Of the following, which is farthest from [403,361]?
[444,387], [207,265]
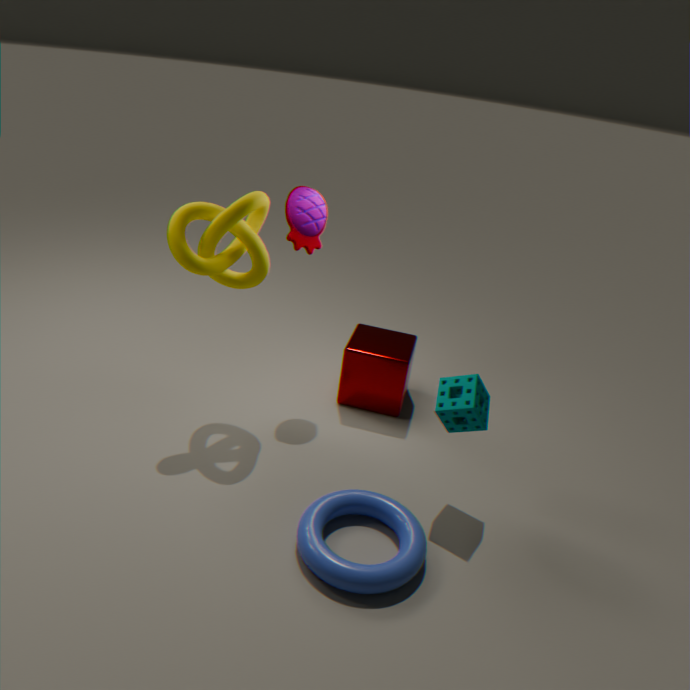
[207,265]
